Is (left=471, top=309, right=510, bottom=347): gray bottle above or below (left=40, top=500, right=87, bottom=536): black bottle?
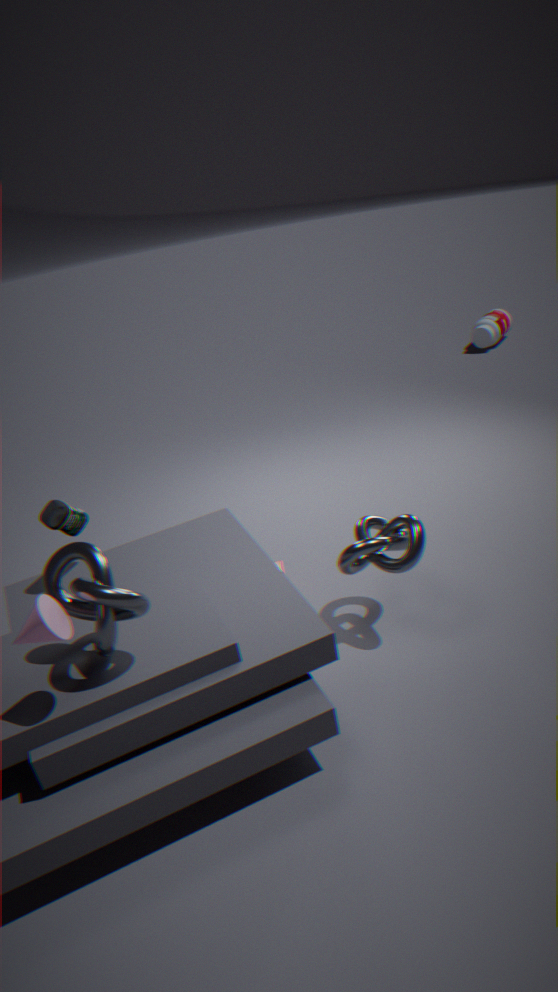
below
